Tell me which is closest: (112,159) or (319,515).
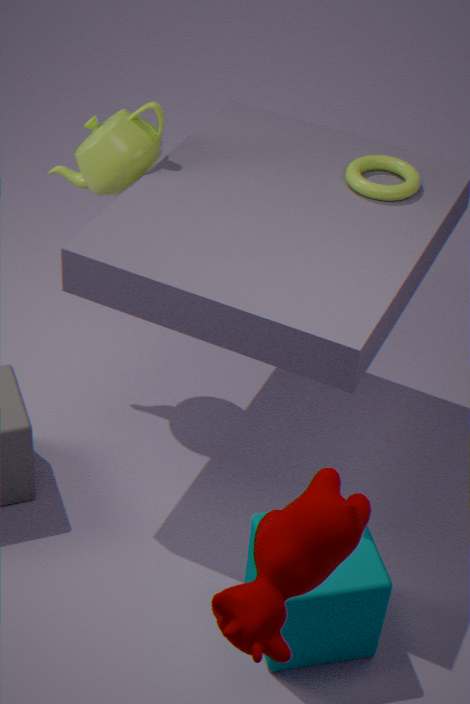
(319,515)
